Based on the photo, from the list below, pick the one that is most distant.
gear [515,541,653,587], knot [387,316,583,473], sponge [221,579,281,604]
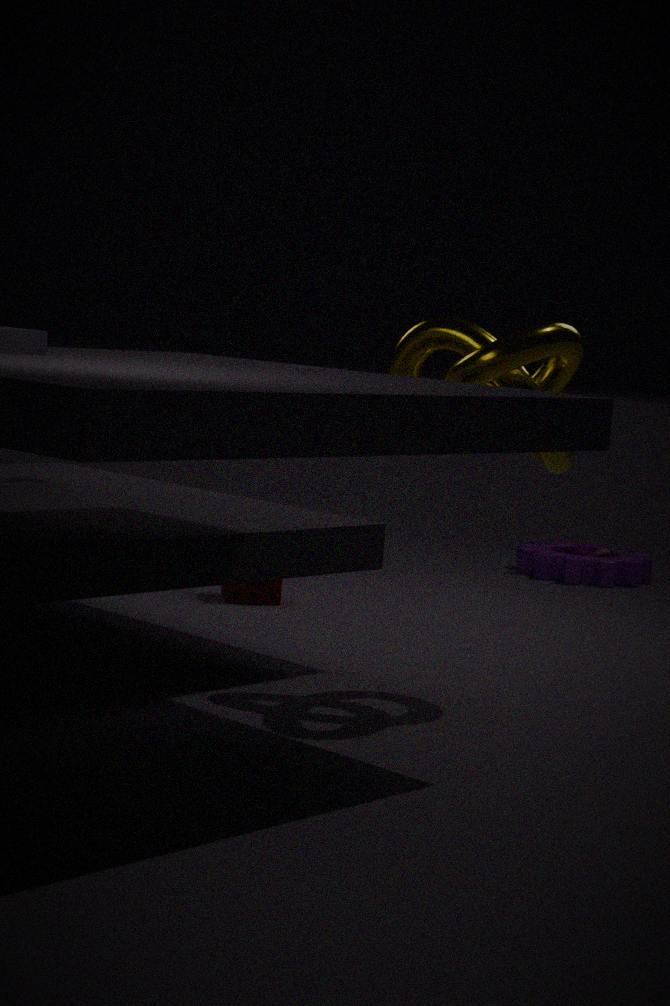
gear [515,541,653,587]
